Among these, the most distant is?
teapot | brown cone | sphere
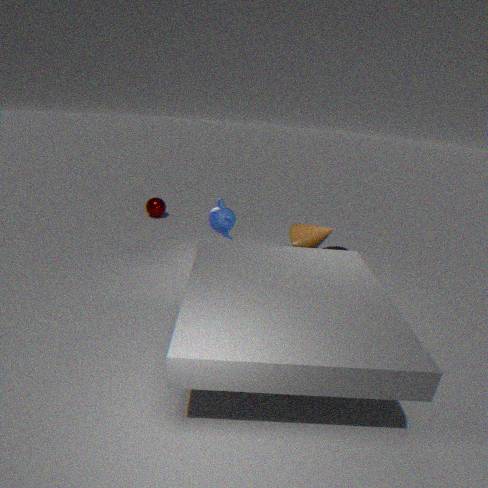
sphere
